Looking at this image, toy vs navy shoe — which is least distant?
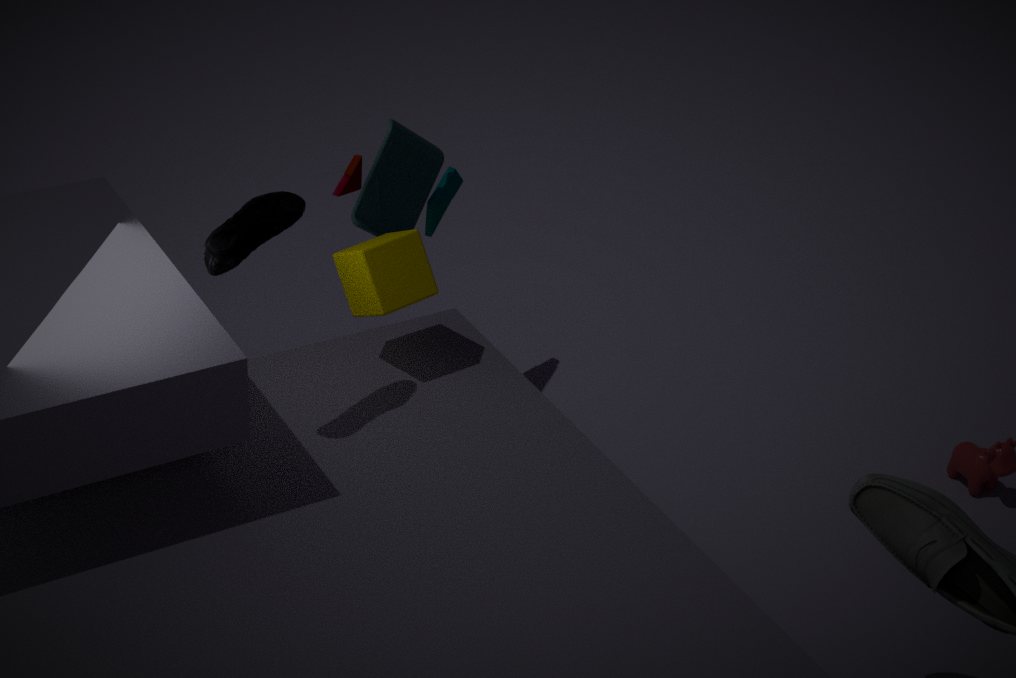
navy shoe
